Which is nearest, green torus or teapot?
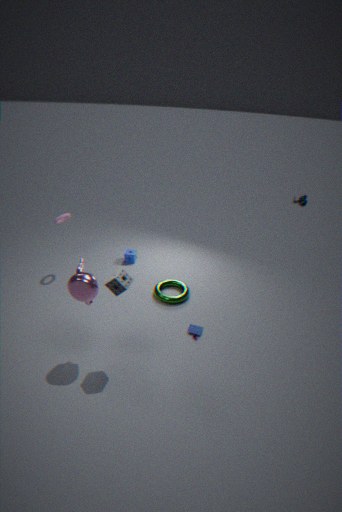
teapot
